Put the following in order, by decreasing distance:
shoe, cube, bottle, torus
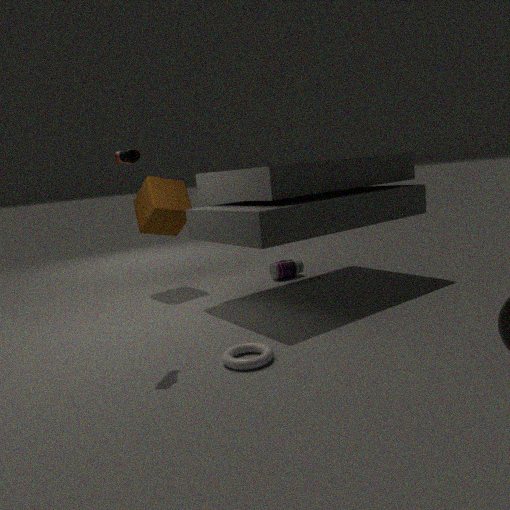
bottle < cube < shoe < torus
